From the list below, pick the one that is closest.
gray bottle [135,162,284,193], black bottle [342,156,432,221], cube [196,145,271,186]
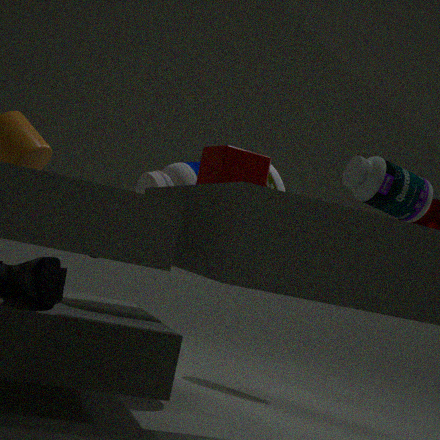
black bottle [342,156,432,221]
